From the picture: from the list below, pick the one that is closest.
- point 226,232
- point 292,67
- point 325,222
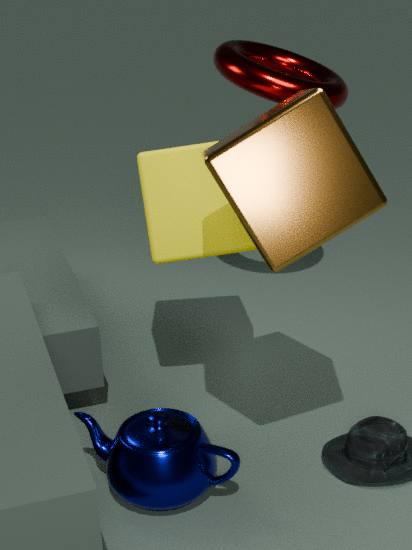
point 325,222
